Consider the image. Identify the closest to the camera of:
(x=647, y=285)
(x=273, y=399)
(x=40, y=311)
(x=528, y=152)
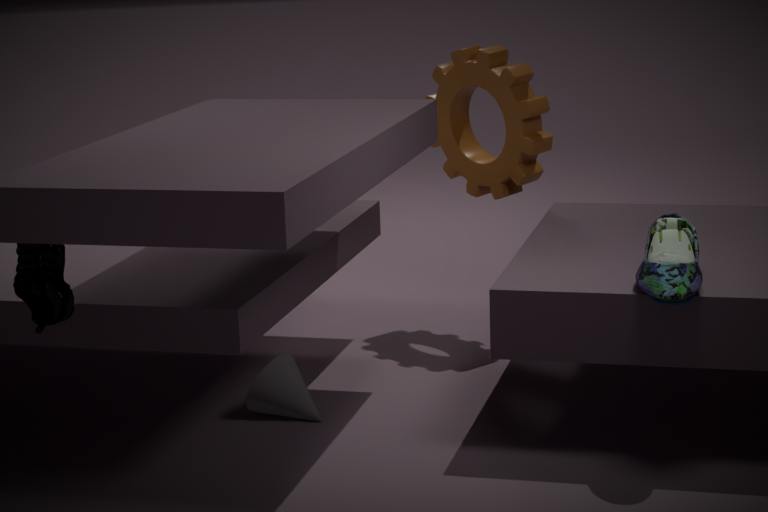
(x=647, y=285)
